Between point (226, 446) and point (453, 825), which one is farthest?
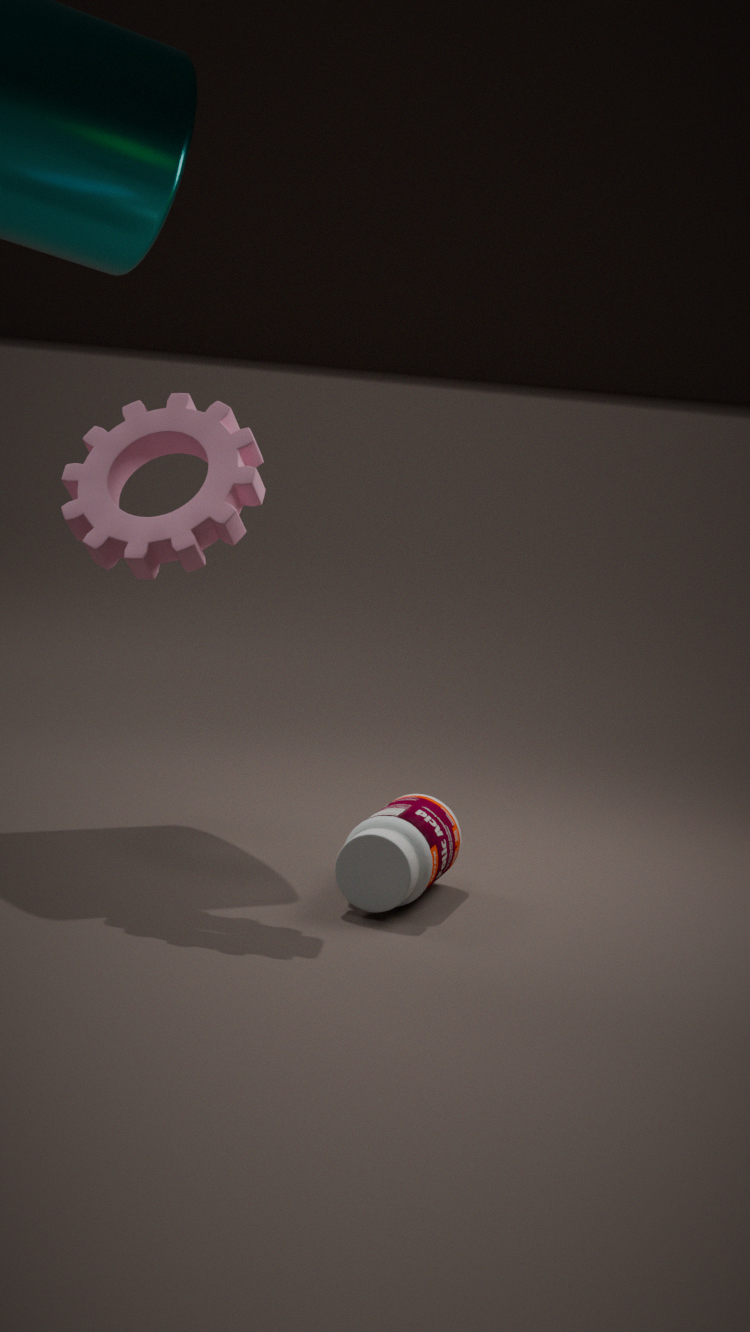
point (453, 825)
